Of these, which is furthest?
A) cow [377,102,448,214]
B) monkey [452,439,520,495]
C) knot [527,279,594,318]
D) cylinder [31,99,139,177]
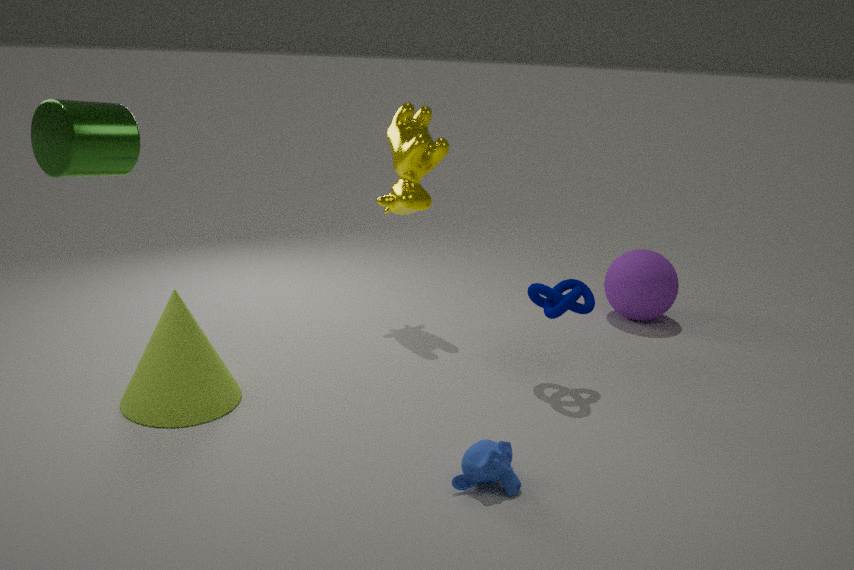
cow [377,102,448,214]
